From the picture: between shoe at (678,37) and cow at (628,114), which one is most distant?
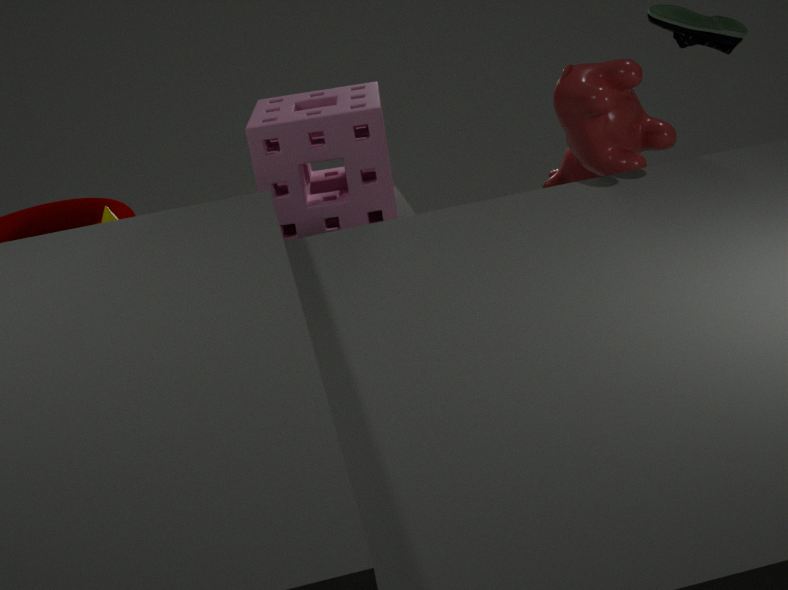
shoe at (678,37)
